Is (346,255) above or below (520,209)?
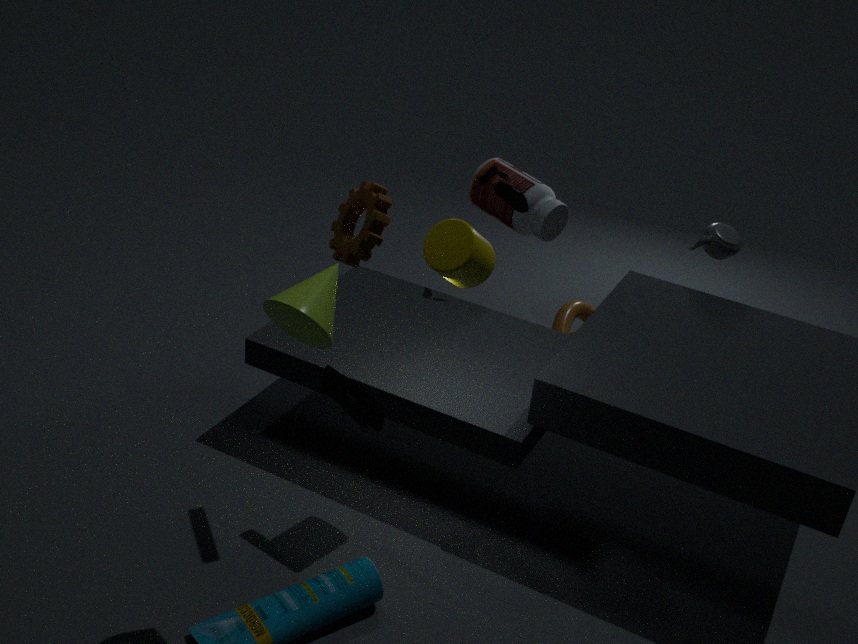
above
